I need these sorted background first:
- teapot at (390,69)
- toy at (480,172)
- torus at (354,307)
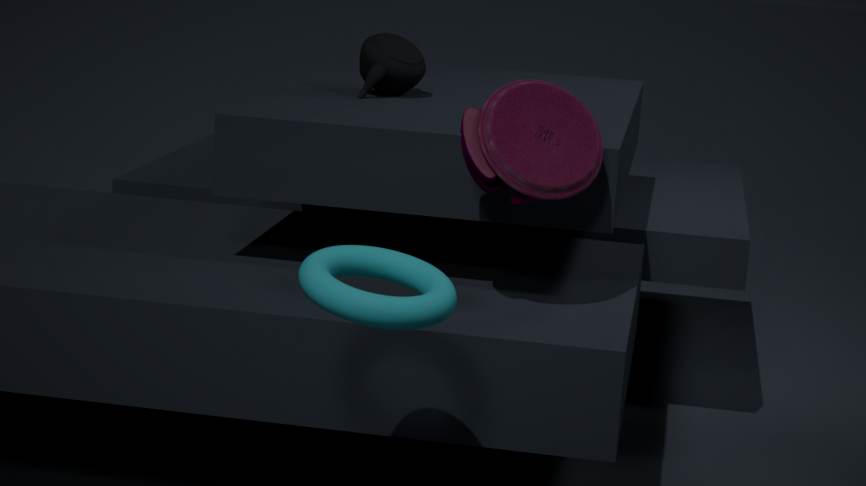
1. teapot at (390,69)
2. toy at (480,172)
3. torus at (354,307)
